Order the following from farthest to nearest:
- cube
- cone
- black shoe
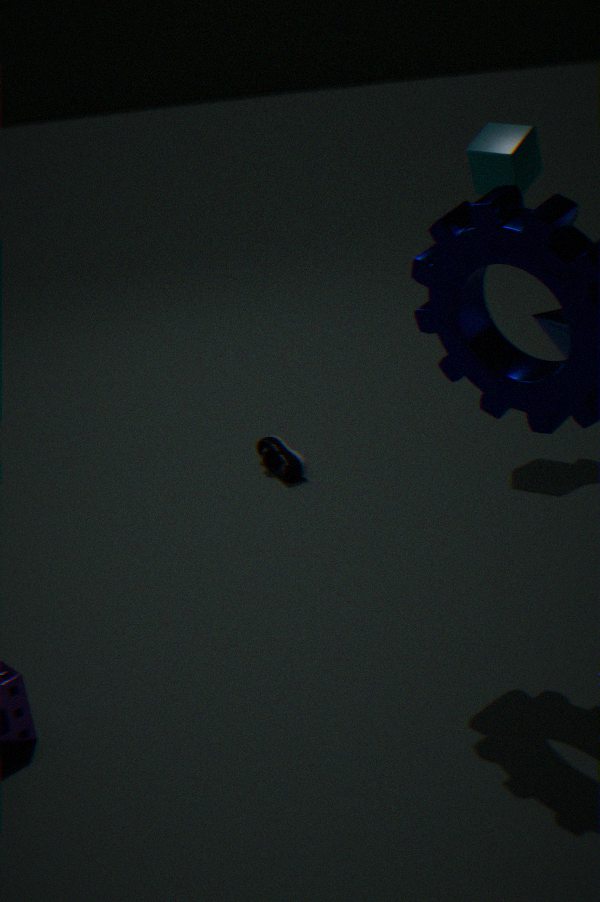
black shoe → cube → cone
